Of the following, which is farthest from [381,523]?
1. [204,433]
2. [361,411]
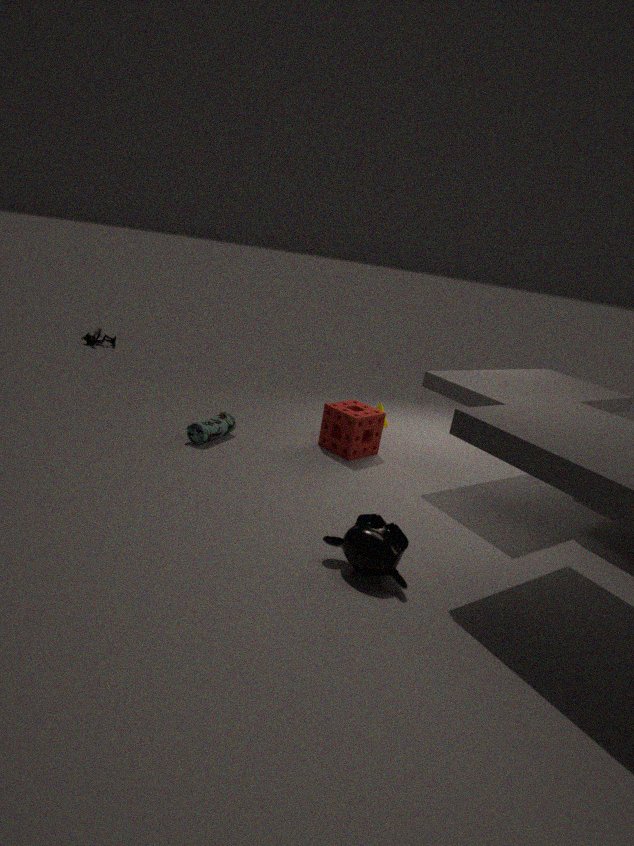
[204,433]
